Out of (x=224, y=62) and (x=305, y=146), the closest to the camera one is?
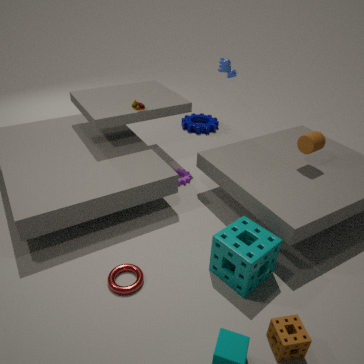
(x=305, y=146)
